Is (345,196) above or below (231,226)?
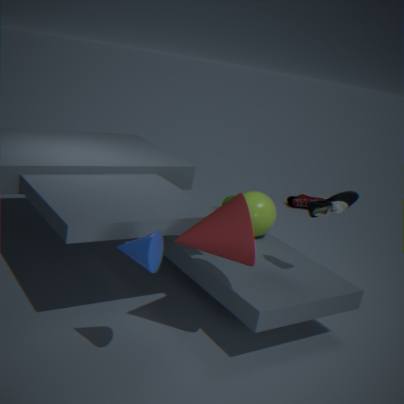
above
